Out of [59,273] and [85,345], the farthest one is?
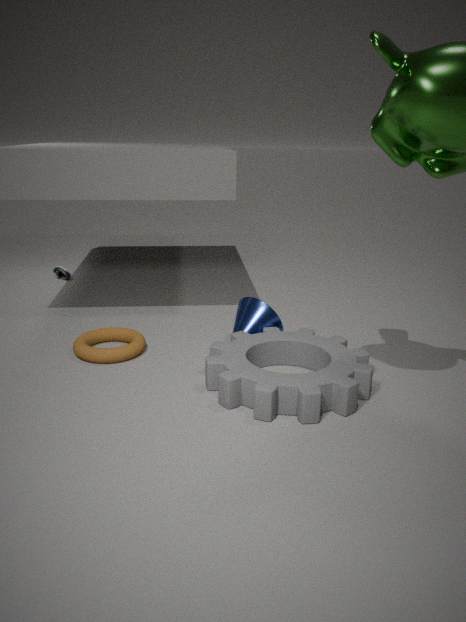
[59,273]
